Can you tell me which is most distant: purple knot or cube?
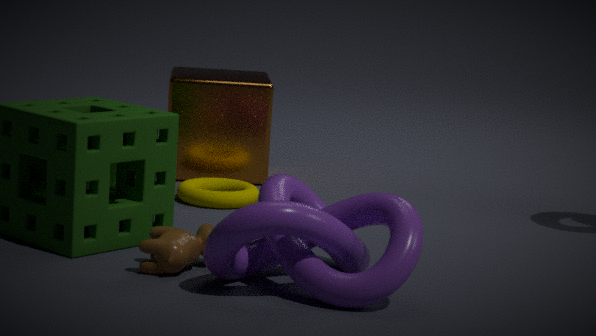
cube
